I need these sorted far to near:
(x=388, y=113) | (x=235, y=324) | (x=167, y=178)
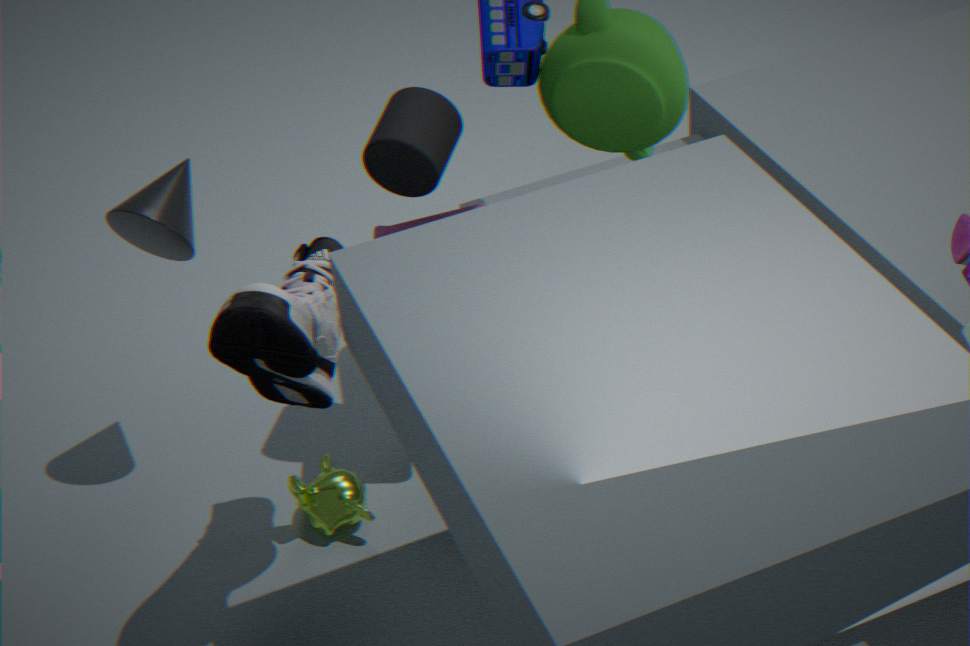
(x=167, y=178)
(x=388, y=113)
(x=235, y=324)
